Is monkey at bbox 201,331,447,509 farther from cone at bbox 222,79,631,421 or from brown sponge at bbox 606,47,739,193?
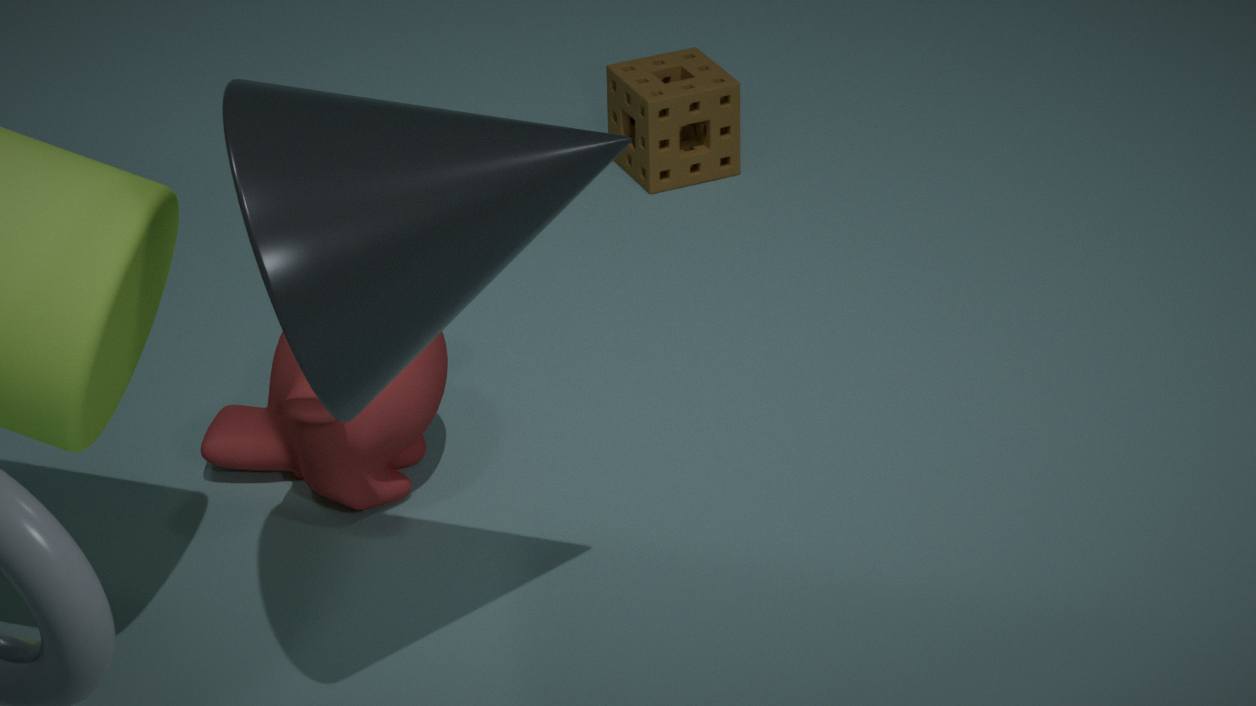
brown sponge at bbox 606,47,739,193
